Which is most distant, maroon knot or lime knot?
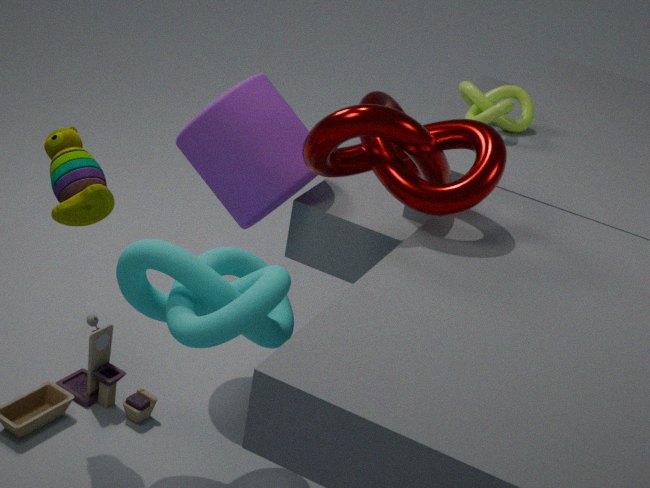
lime knot
